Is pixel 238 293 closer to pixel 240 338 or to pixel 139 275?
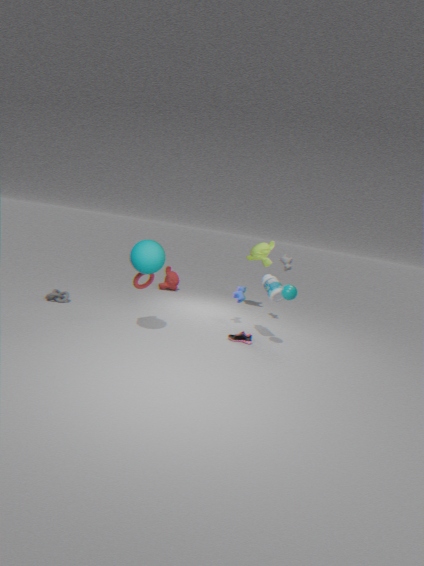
pixel 240 338
